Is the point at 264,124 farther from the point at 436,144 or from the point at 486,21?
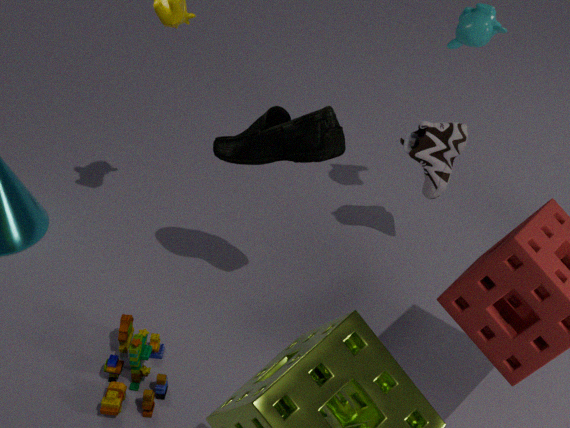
the point at 486,21
